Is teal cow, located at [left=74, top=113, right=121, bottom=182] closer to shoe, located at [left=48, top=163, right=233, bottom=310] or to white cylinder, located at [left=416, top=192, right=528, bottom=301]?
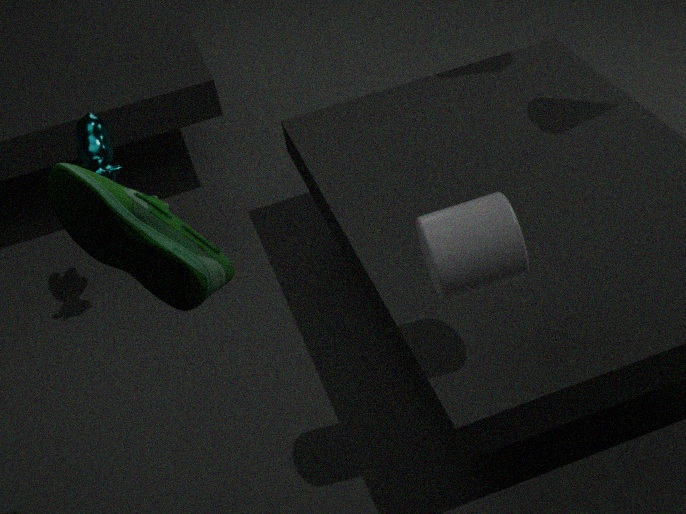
shoe, located at [left=48, top=163, right=233, bottom=310]
